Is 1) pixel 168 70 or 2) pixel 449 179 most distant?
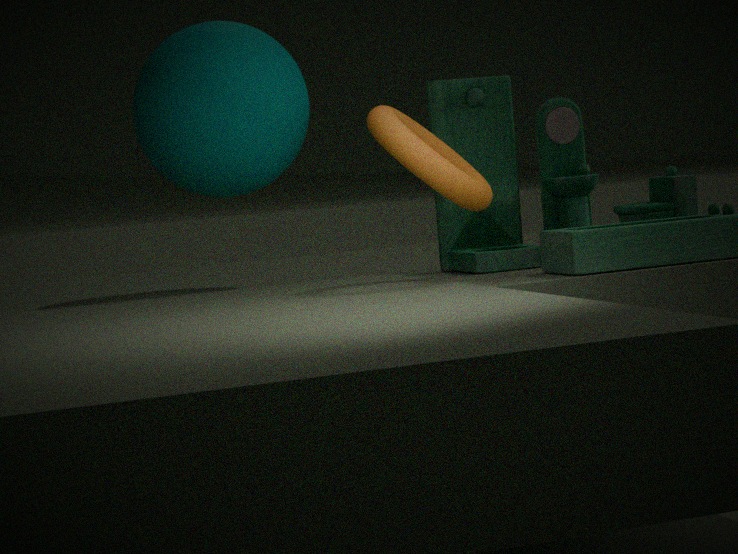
1. pixel 168 70
